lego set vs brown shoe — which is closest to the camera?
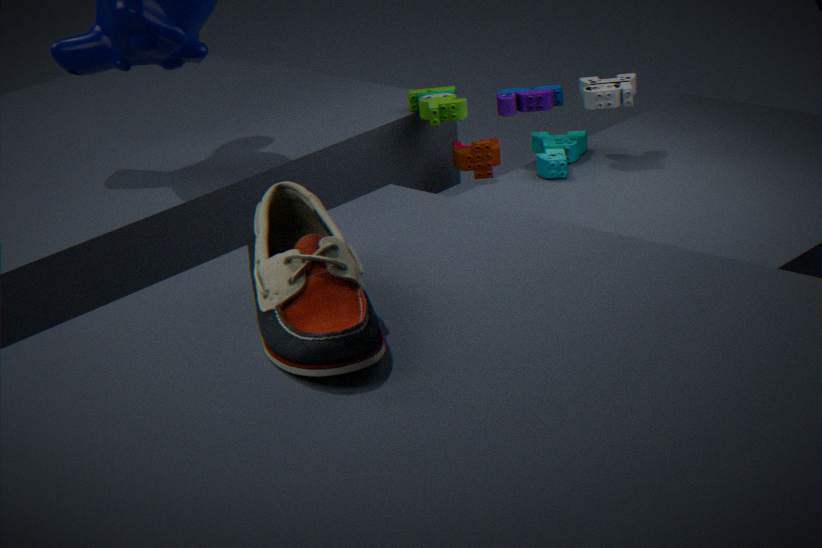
brown shoe
